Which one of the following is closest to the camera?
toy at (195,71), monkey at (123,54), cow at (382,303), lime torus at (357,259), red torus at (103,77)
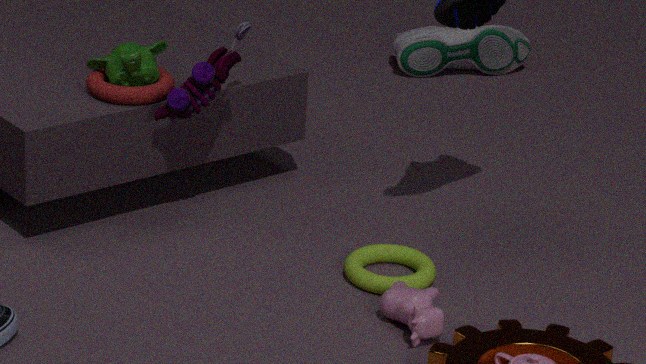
cow at (382,303)
